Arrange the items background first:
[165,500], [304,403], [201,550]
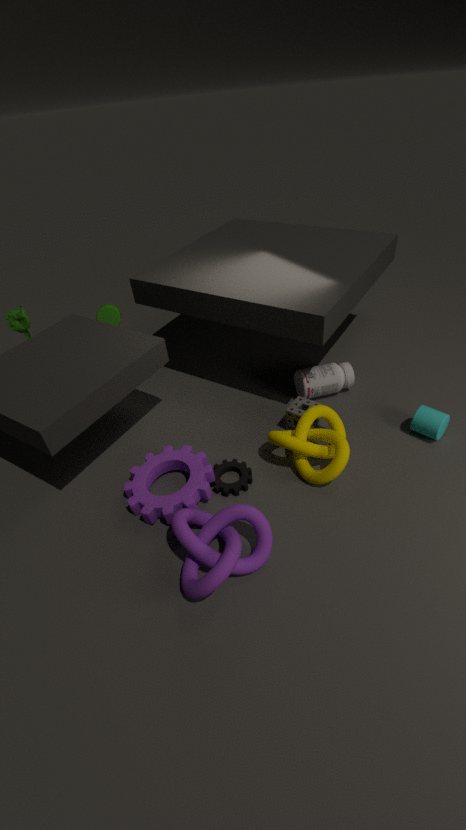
1. [304,403]
2. [165,500]
3. [201,550]
